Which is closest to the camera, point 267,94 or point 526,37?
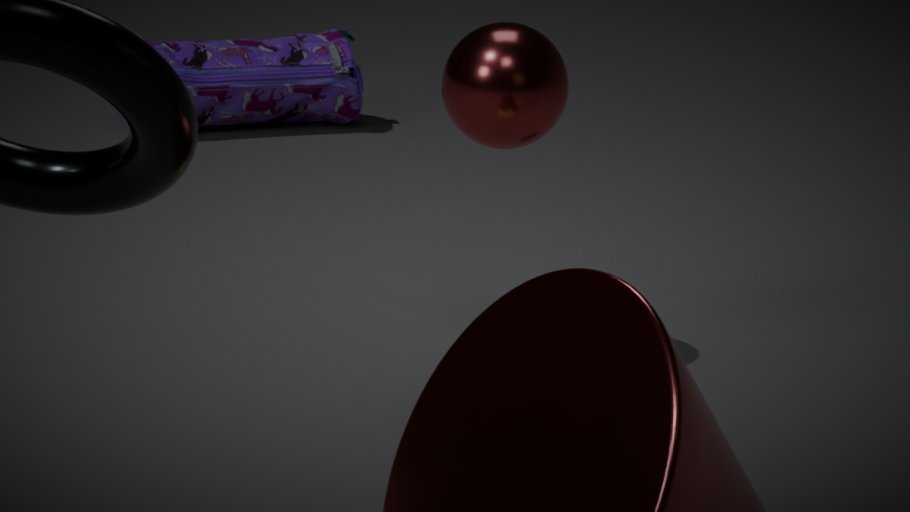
point 526,37
